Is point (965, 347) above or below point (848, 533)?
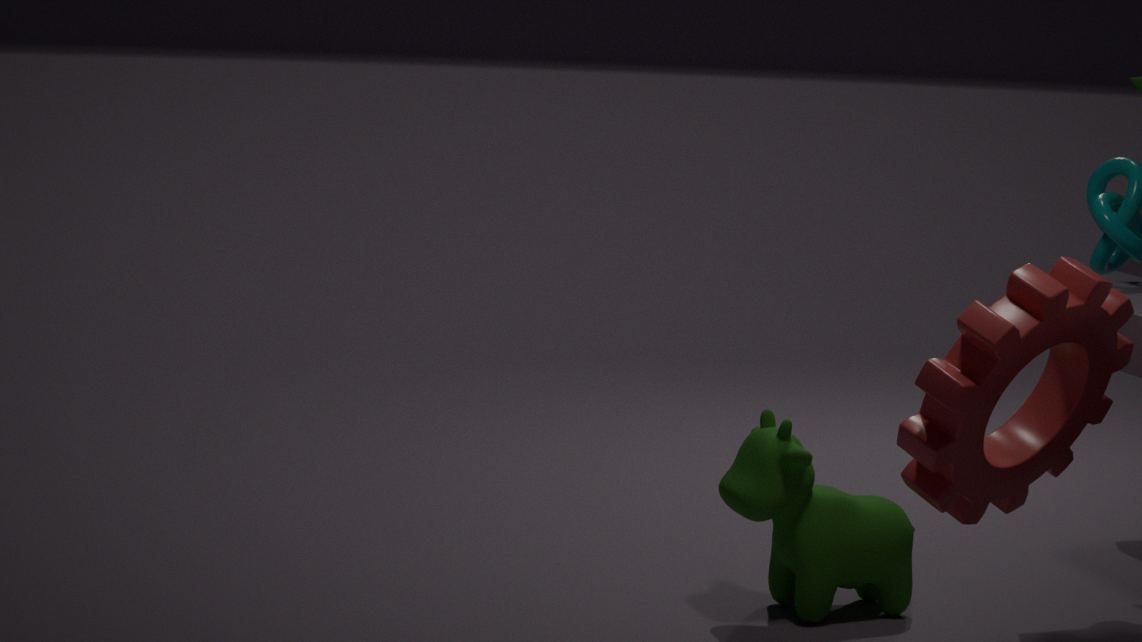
above
